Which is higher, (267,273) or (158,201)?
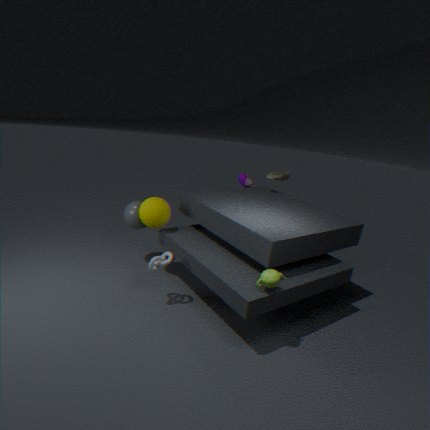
(158,201)
